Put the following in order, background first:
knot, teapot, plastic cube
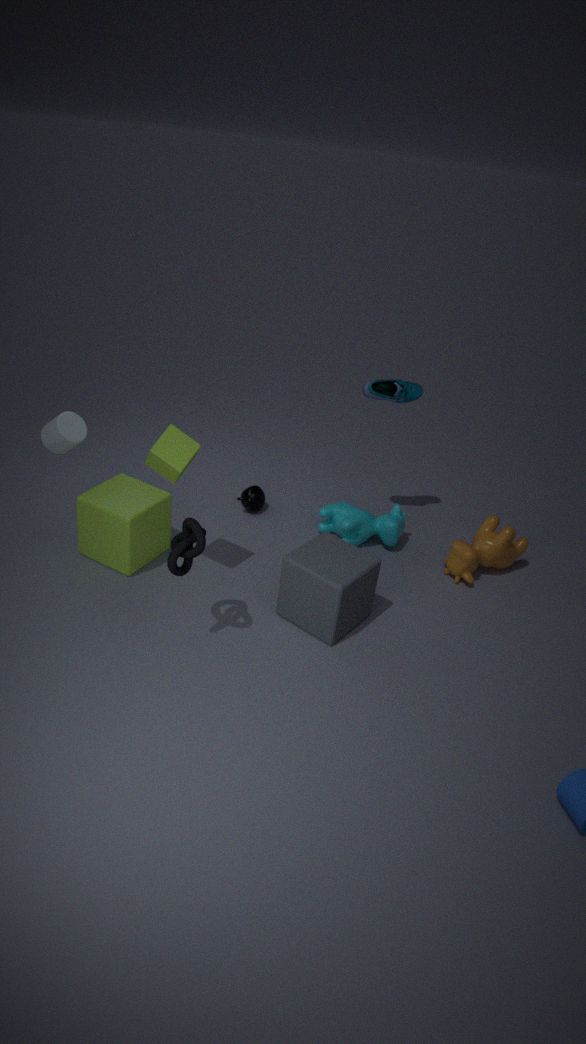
teapot
plastic cube
knot
